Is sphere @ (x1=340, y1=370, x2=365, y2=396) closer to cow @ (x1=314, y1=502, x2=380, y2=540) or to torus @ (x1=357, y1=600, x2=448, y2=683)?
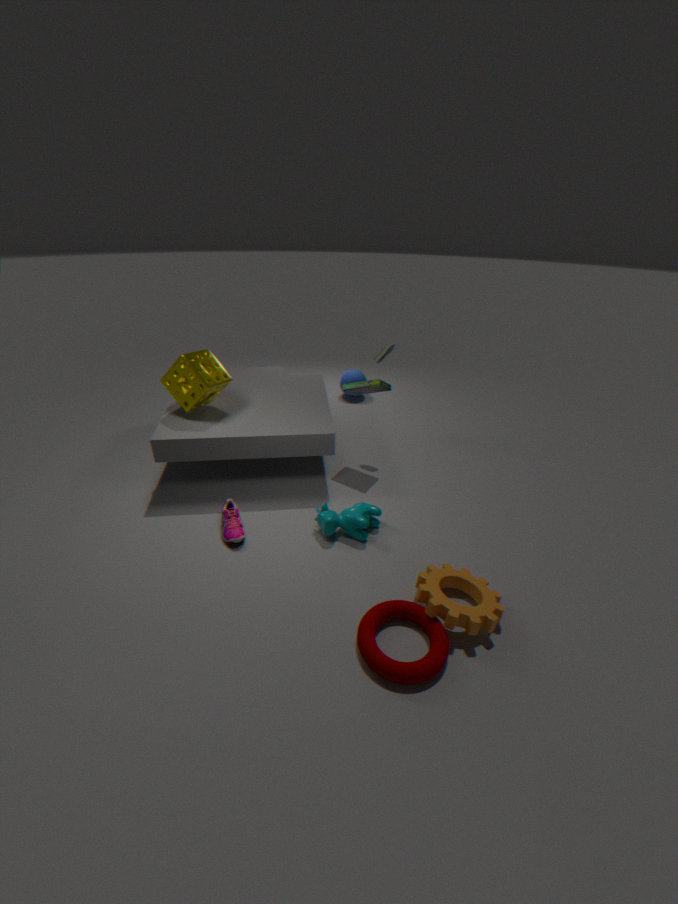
cow @ (x1=314, y1=502, x2=380, y2=540)
